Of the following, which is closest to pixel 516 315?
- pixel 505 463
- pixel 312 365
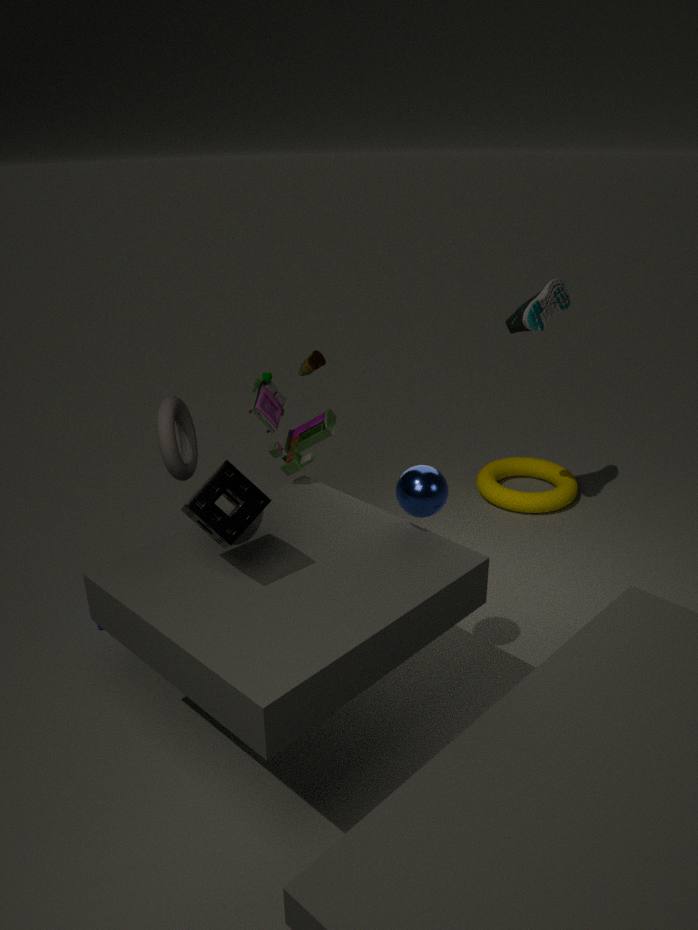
pixel 505 463
